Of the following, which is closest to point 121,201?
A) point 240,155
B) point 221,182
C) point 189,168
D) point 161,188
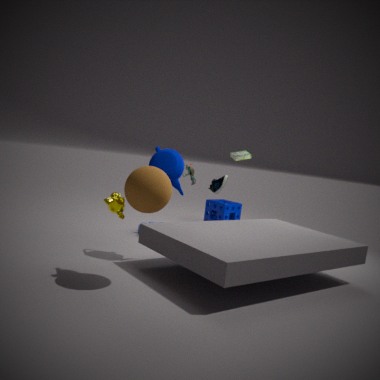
point 161,188
